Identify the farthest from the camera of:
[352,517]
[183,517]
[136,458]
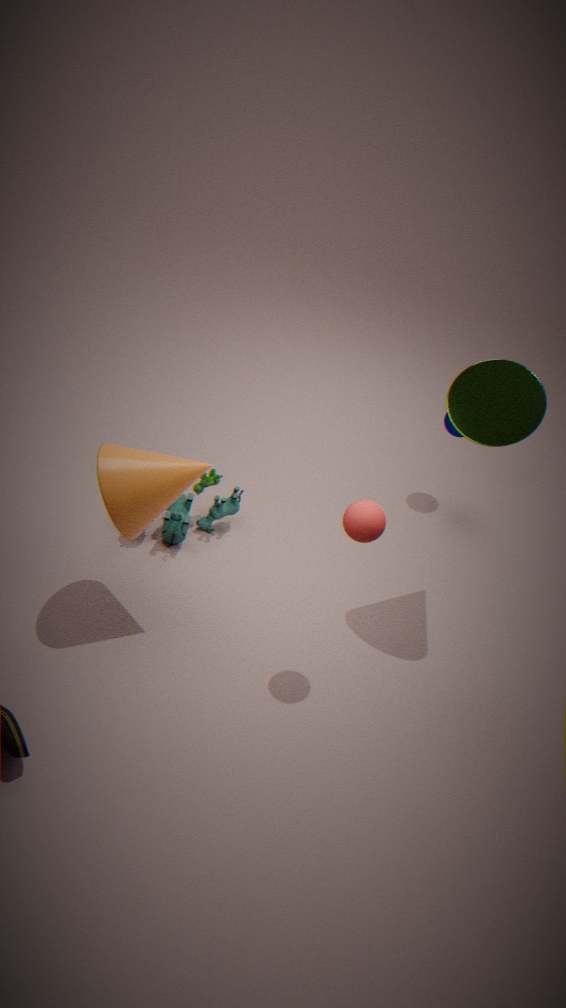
[183,517]
